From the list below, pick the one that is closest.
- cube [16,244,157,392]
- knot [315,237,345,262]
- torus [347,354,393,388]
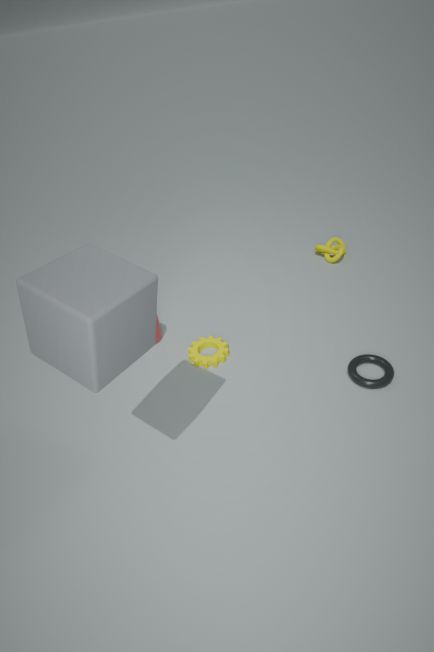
cube [16,244,157,392]
